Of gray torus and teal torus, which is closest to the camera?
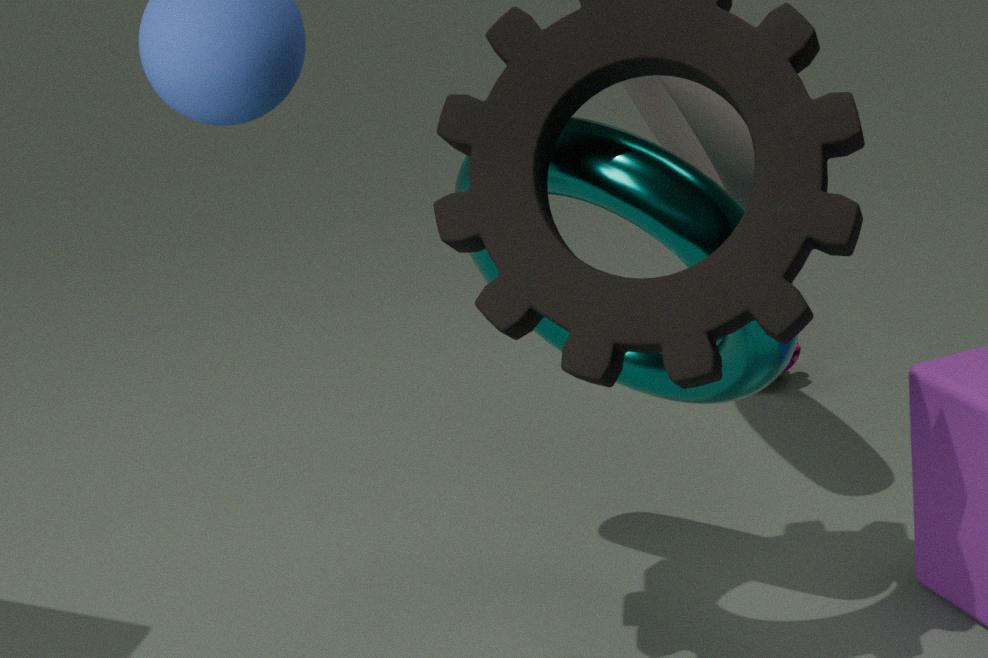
teal torus
